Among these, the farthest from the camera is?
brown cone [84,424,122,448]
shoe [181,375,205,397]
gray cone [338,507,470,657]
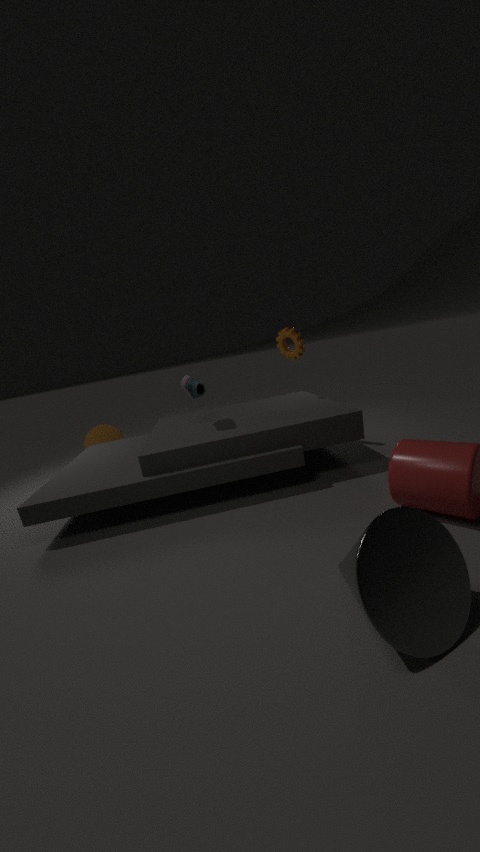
brown cone [84,424,122,448]
